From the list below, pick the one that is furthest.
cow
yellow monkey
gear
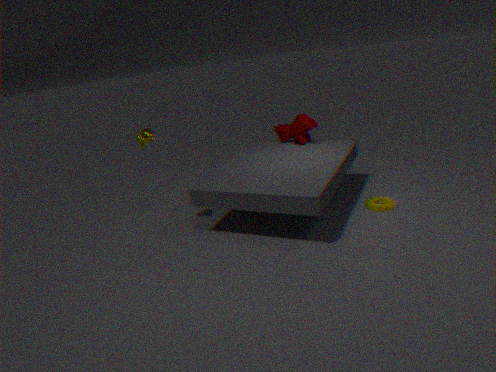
cow
